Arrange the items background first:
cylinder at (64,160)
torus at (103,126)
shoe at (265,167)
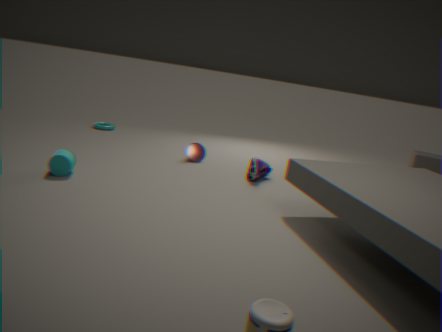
torus at (103,126) < shoe at (265,167) < cylinder at (64,160)
